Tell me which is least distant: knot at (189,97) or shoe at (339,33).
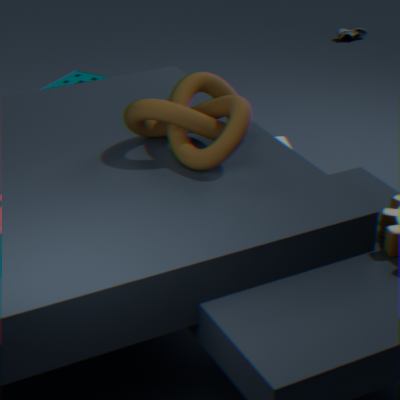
knot at (189,97)
